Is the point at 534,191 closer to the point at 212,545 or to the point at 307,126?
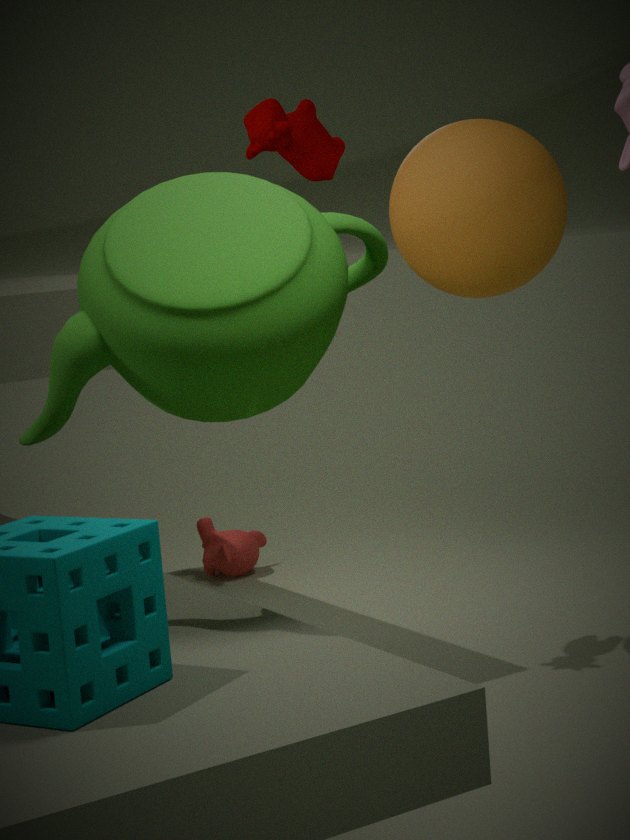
the point at 307,126
